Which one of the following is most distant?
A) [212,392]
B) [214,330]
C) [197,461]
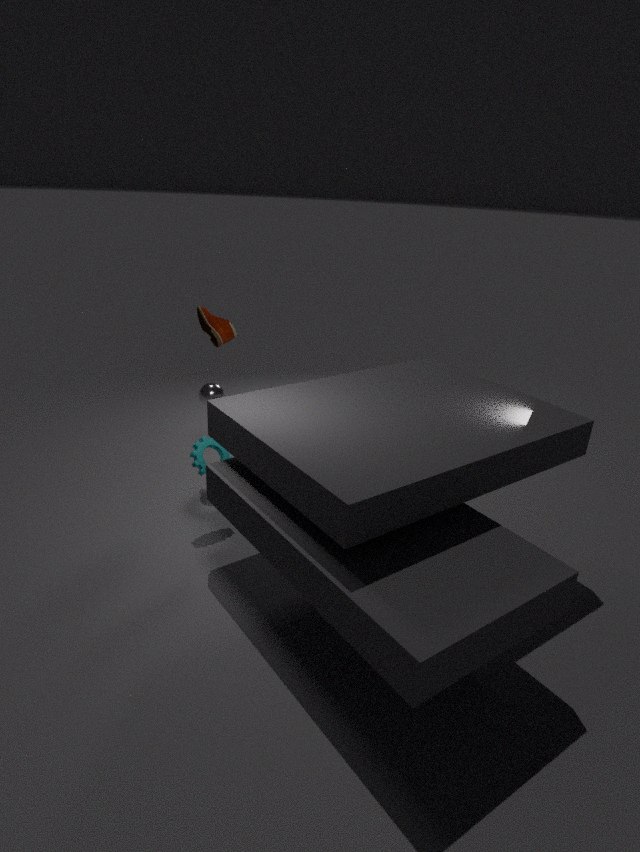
[214,330]
